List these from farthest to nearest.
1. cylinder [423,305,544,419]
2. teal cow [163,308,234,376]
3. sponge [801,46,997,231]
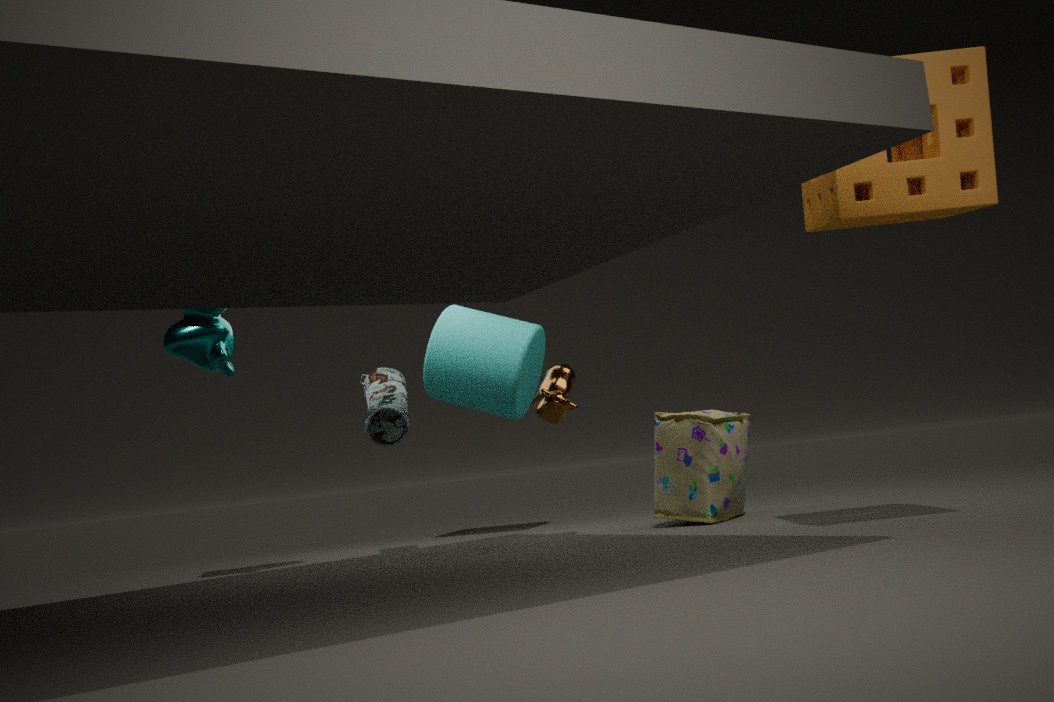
cylinder [423,305,544,419]
teal cow [163,308,234,376]
sponge [801,46,997,231]
